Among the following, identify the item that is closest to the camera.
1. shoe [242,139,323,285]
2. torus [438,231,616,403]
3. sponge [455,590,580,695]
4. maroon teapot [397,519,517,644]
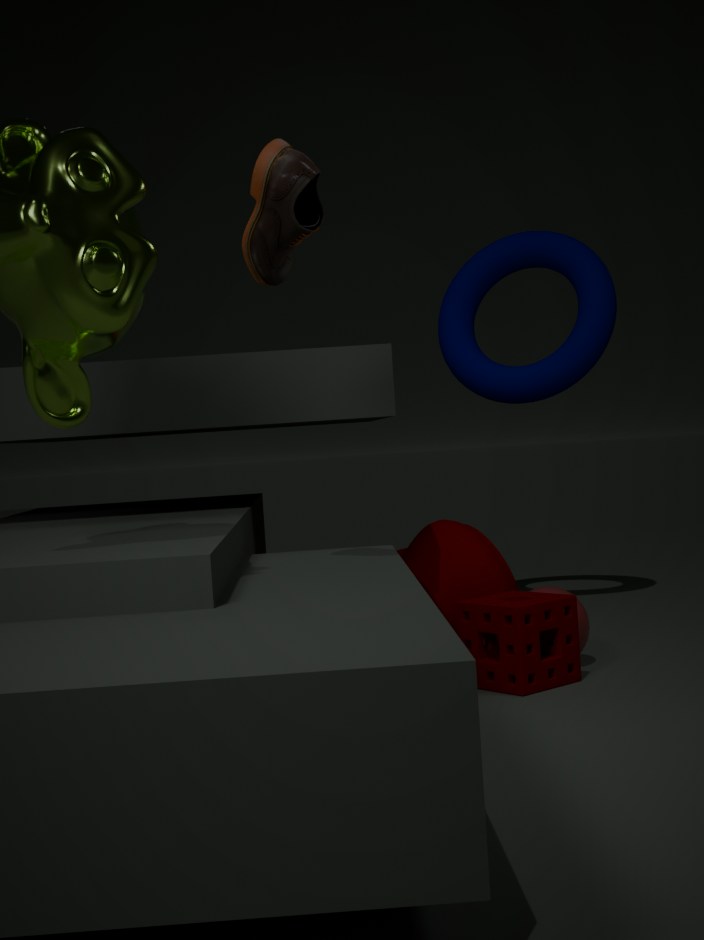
shoe [242,139,323,285]
